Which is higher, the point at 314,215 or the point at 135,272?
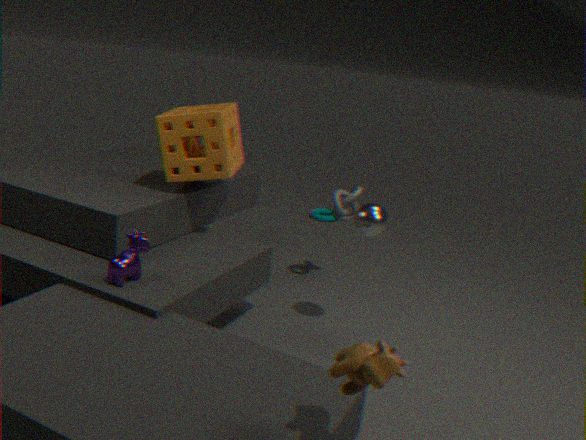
the point at 135,272
